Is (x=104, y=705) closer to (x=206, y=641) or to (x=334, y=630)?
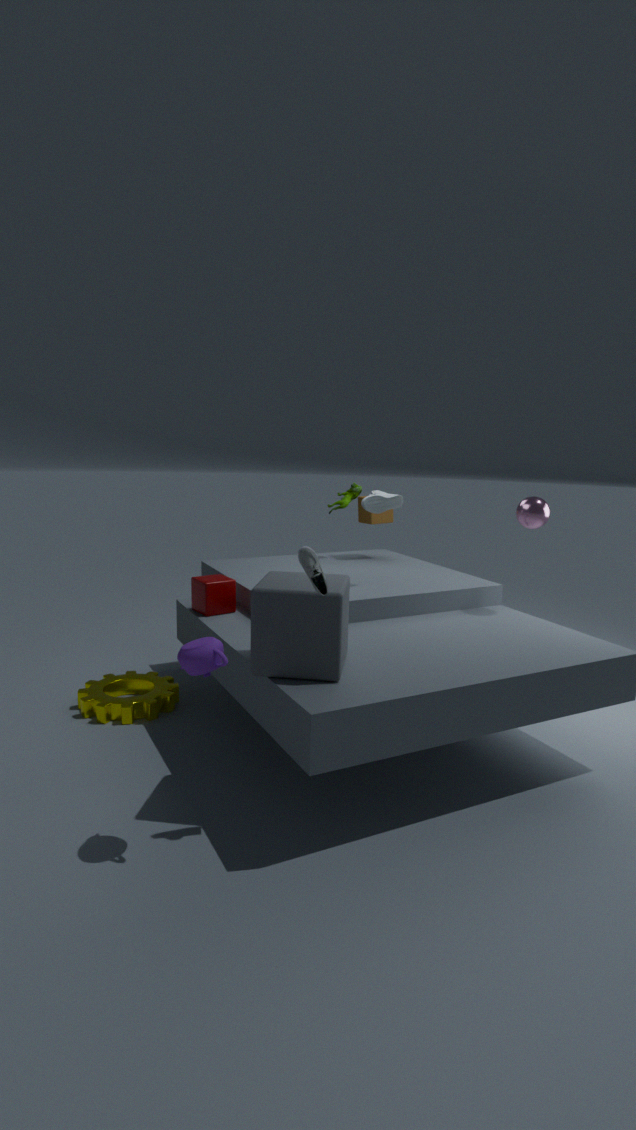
(x=334, y=630)
